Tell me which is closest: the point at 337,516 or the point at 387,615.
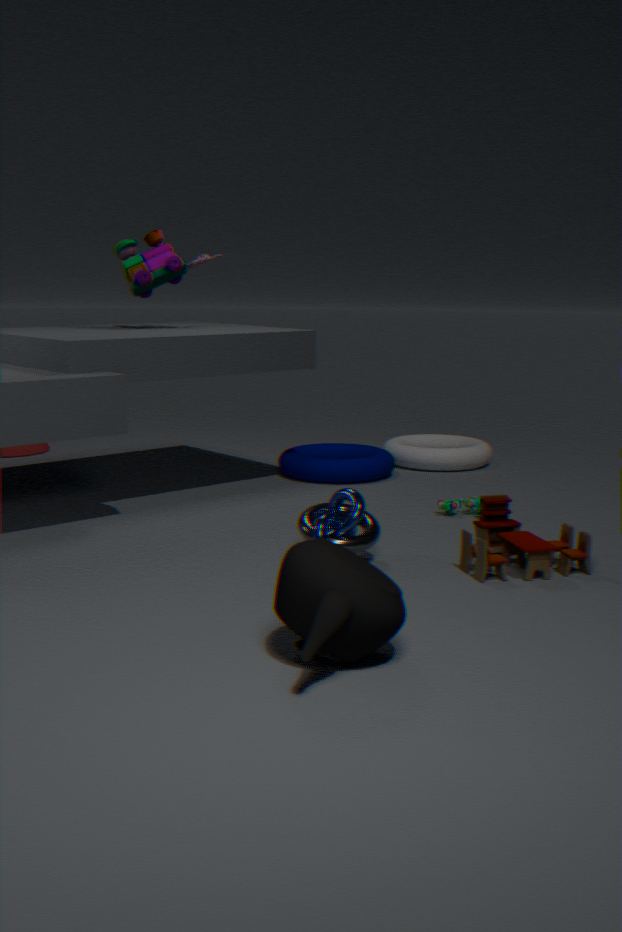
the point at 387,615
